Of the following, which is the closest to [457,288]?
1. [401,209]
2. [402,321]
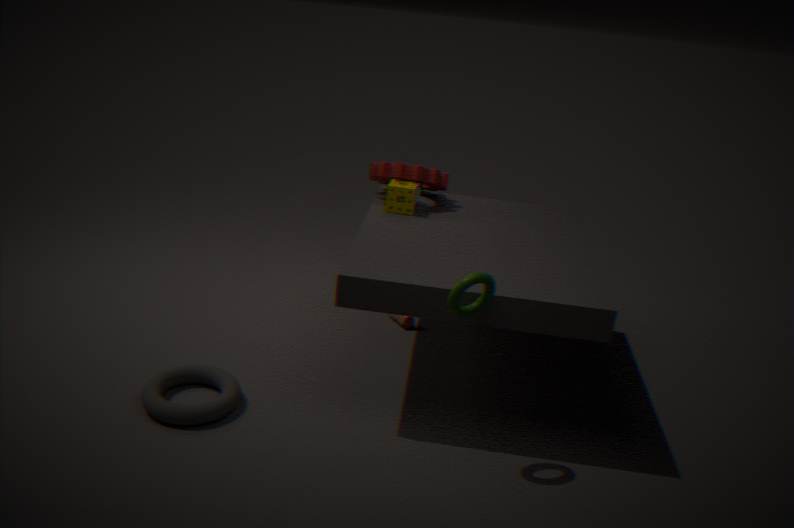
[401,209]
